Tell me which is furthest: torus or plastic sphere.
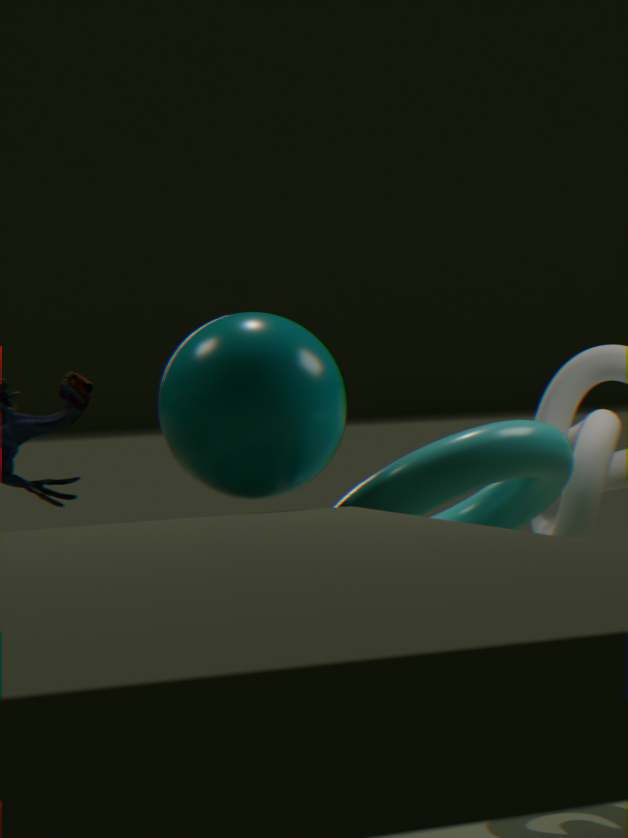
plastic sphere
